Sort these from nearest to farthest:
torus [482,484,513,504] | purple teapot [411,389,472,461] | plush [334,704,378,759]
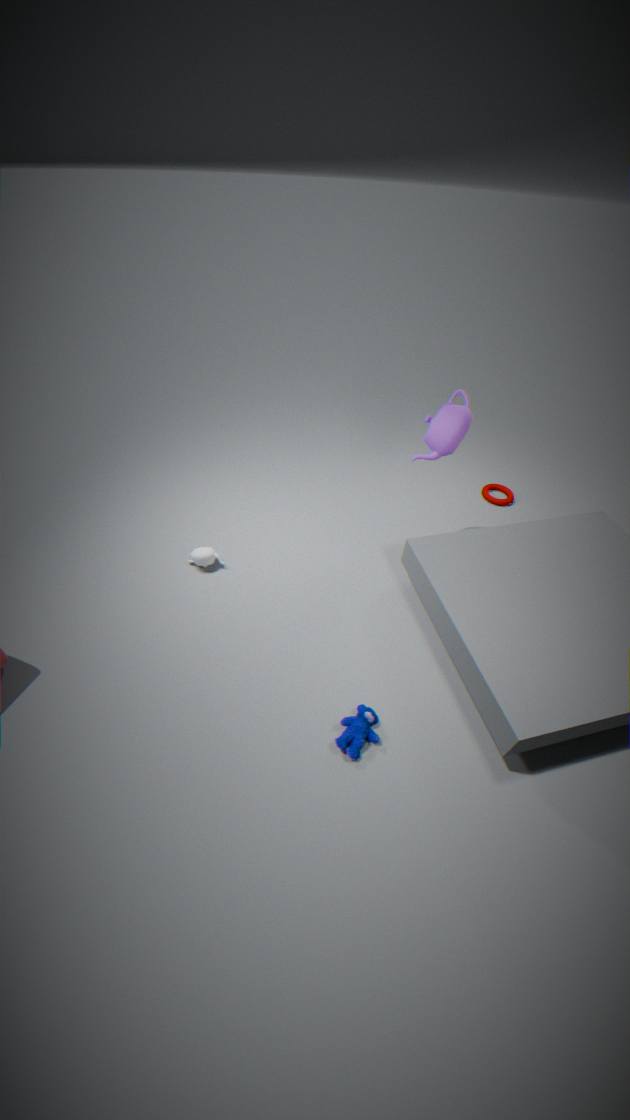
plush [334,704,378,759] < purple teapot [411,389,472,461] < torus [482,484,513,504]
